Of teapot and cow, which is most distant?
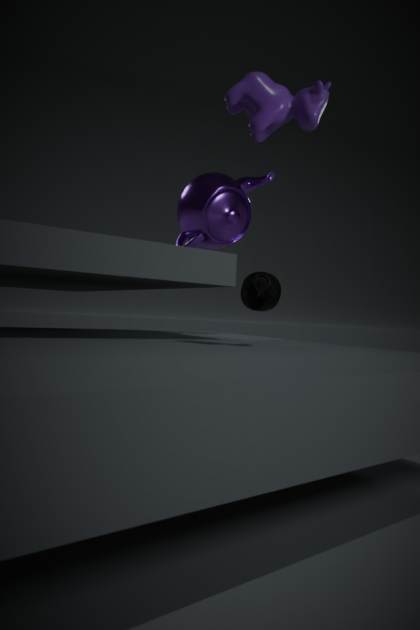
teapot
